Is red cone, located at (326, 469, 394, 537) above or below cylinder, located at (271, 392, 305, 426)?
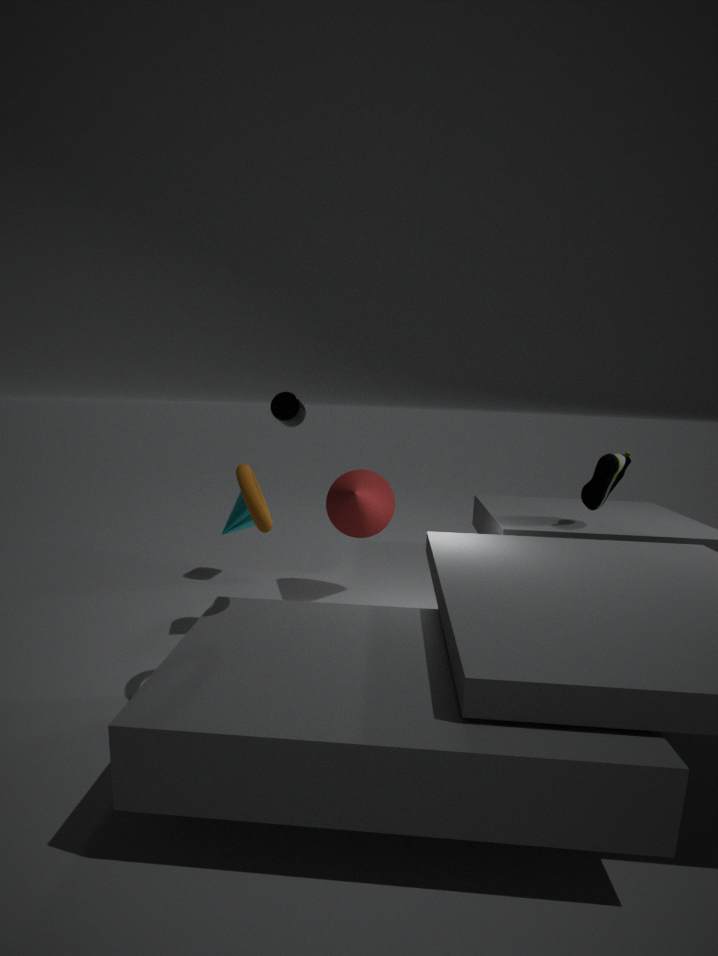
below
